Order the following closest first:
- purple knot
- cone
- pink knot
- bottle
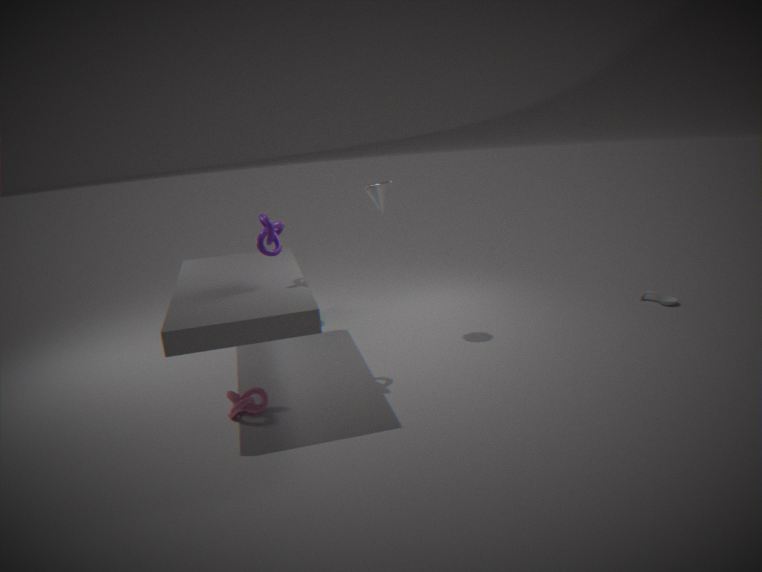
pink knot < purple knot < cone < bottle
